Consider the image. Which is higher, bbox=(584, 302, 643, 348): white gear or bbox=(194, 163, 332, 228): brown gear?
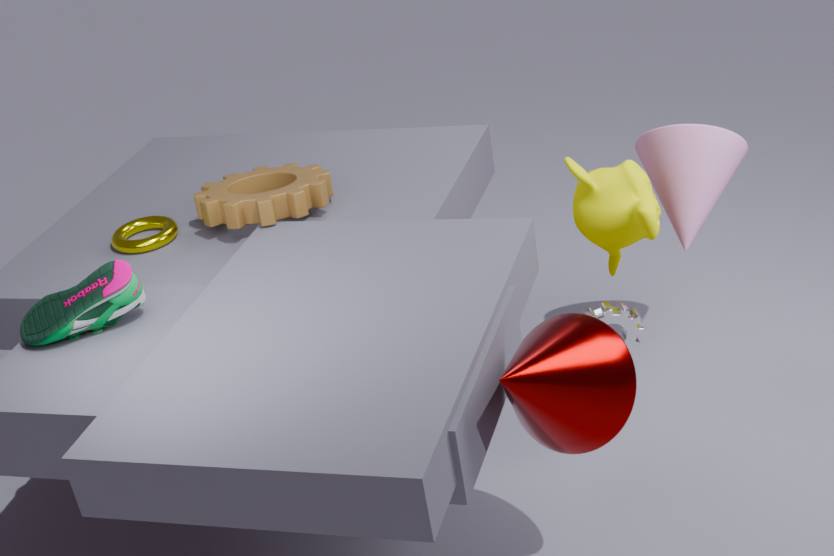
bbox=(194, 163, 332, 228): brown gear
